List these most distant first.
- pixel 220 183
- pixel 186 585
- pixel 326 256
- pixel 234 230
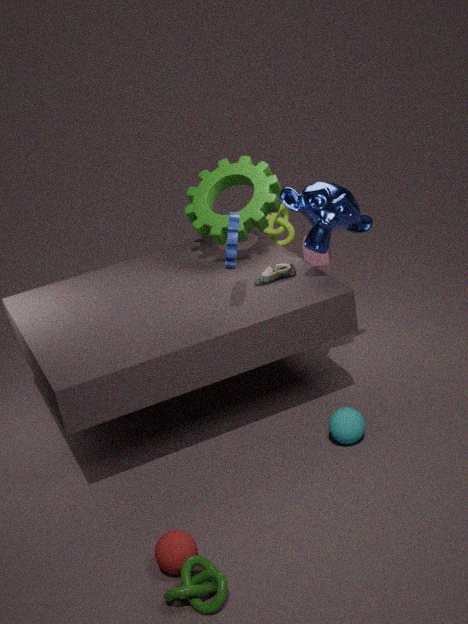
1. pixel 326 256
2. pixel 220 183
3. pixel 234 230
4. pixel 186 585
